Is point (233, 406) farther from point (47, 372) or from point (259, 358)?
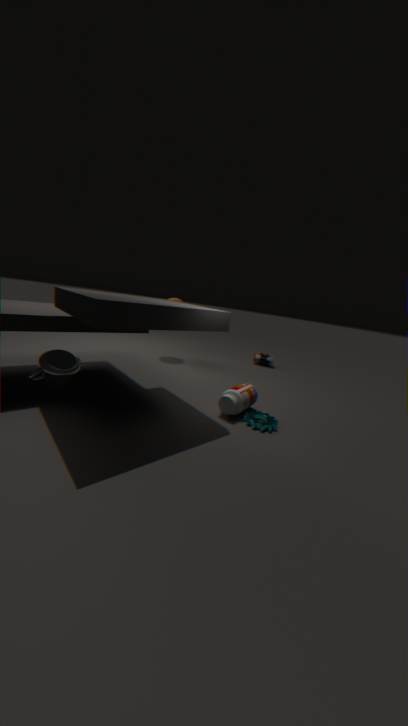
point (259, 358)
